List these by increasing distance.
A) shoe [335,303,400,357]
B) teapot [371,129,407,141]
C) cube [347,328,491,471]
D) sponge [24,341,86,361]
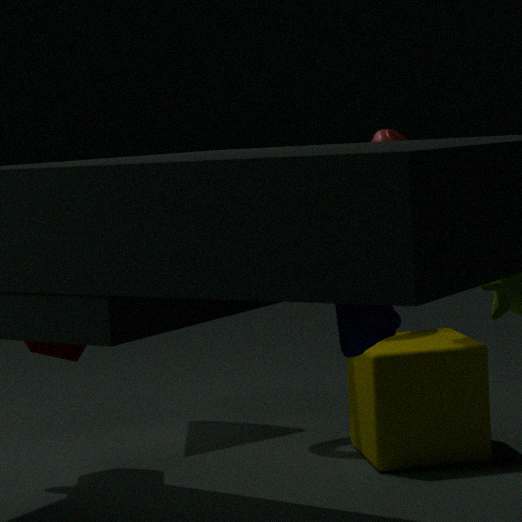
shoe [335,303,400,357]
cube [347,328,491,471]
teapot [371,129,407,141]
sponge [24,341,86,361]
